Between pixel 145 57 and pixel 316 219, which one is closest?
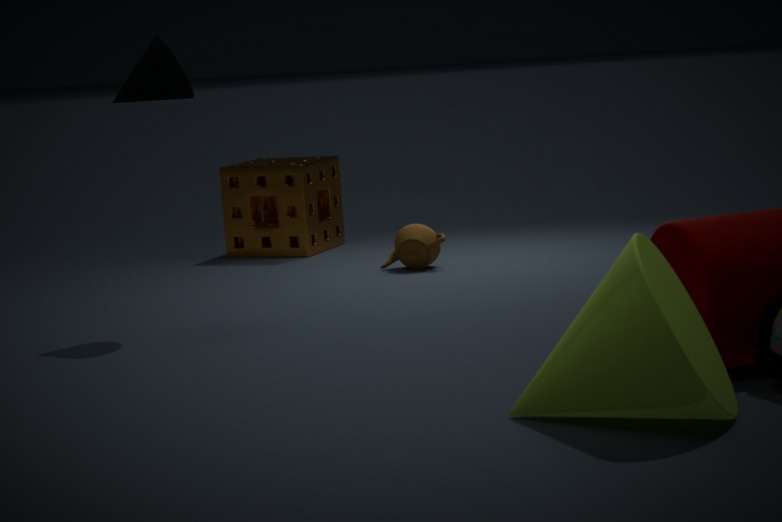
pixel 145 57
